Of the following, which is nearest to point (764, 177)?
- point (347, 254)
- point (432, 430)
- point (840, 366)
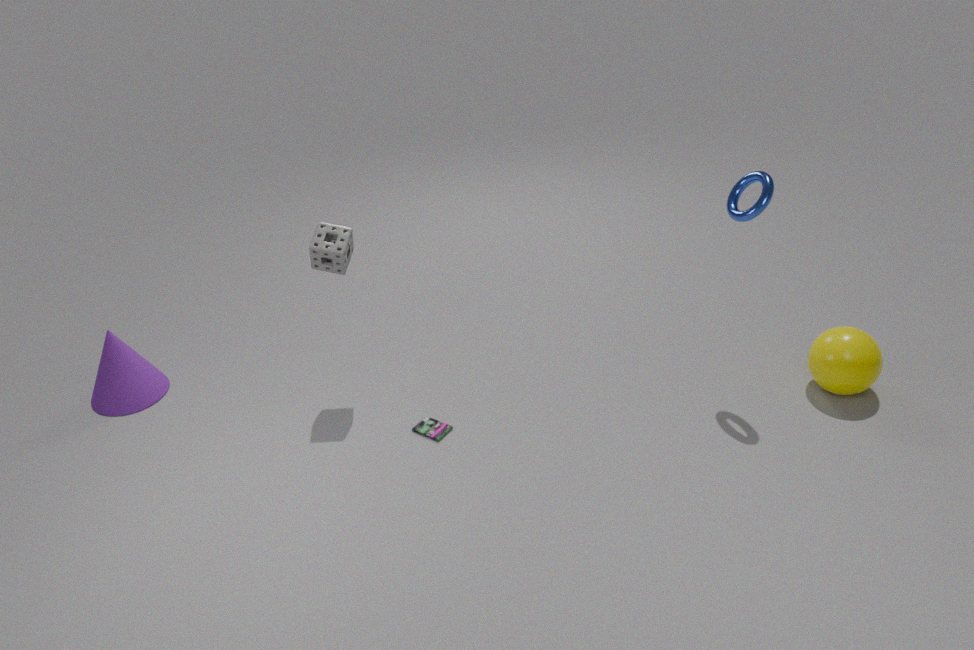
point (840, 366)
